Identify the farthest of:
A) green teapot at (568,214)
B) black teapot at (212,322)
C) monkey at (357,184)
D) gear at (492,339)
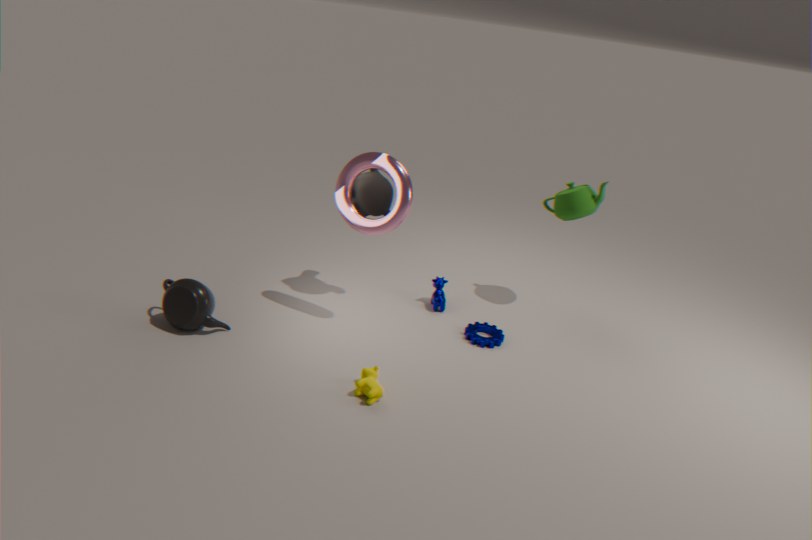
green teapot at (568,214)
